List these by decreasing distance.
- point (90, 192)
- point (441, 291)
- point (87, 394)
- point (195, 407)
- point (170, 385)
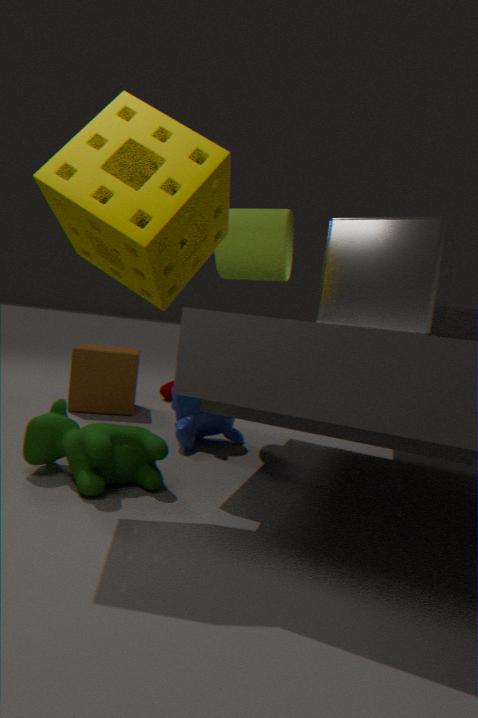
1. point (170, 385)
2. point (87, 394)
3. point (195, 407)
4. point (441, 291)
5. point (90, 192)
